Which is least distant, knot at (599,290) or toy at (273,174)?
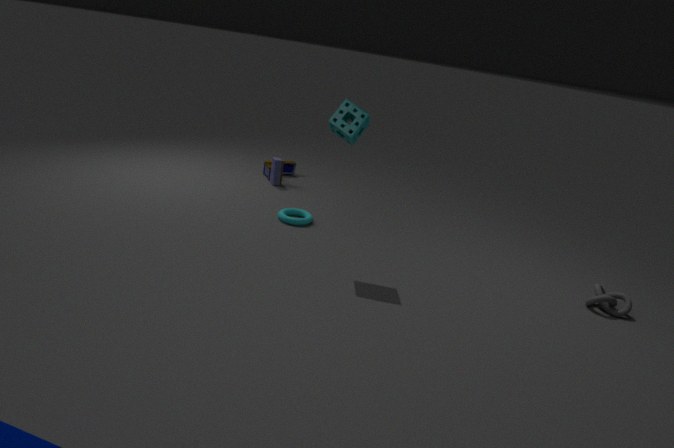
knot at (599,290)
